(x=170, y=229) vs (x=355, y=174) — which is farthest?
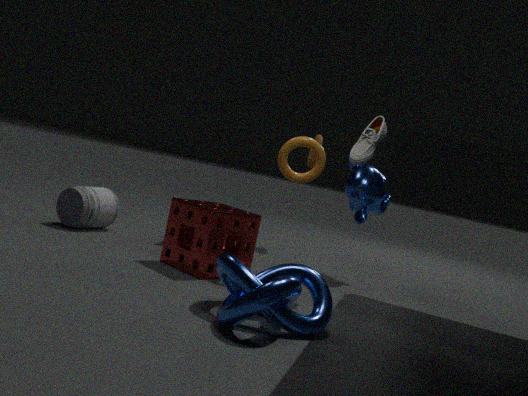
(x=355, y=174)
